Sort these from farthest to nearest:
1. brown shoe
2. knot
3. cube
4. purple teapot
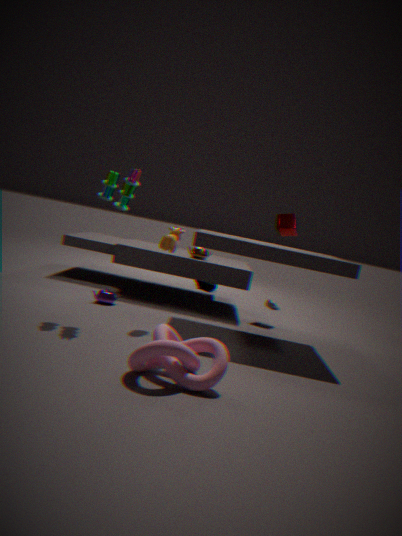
brown shoe, cube, purple teapot, knot
